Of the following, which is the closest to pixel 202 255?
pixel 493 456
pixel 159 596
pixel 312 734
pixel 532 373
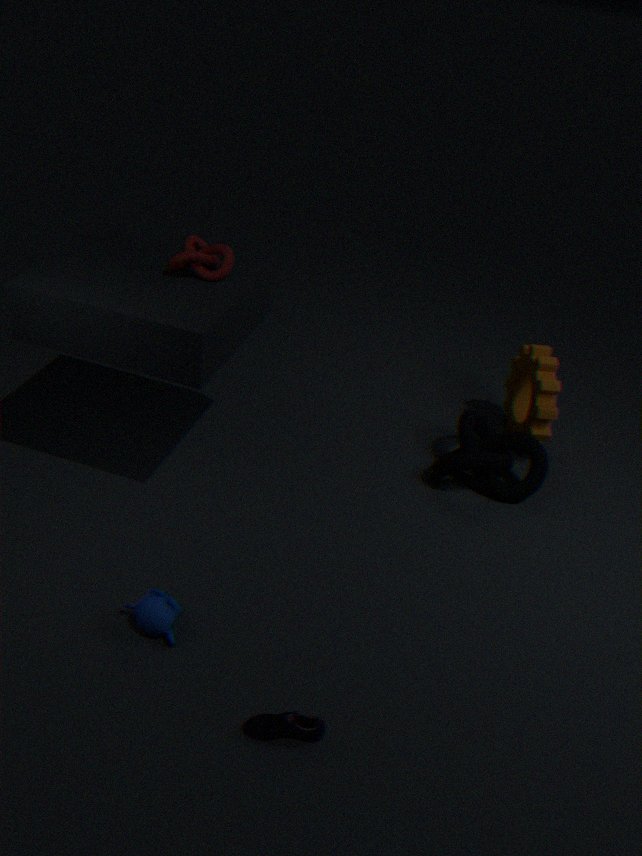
pixel 159 596
